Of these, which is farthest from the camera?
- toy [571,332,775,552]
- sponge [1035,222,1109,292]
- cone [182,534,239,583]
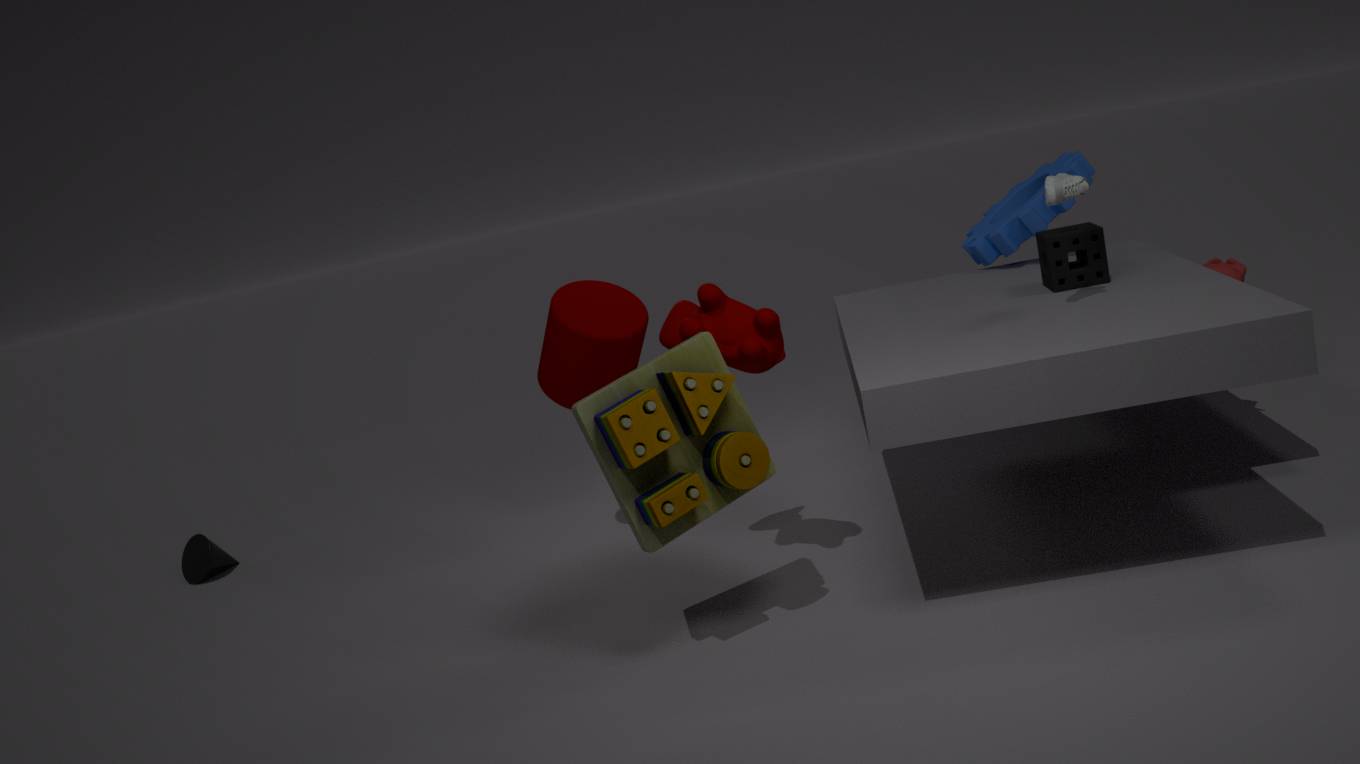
cone [182,534,239,583]
